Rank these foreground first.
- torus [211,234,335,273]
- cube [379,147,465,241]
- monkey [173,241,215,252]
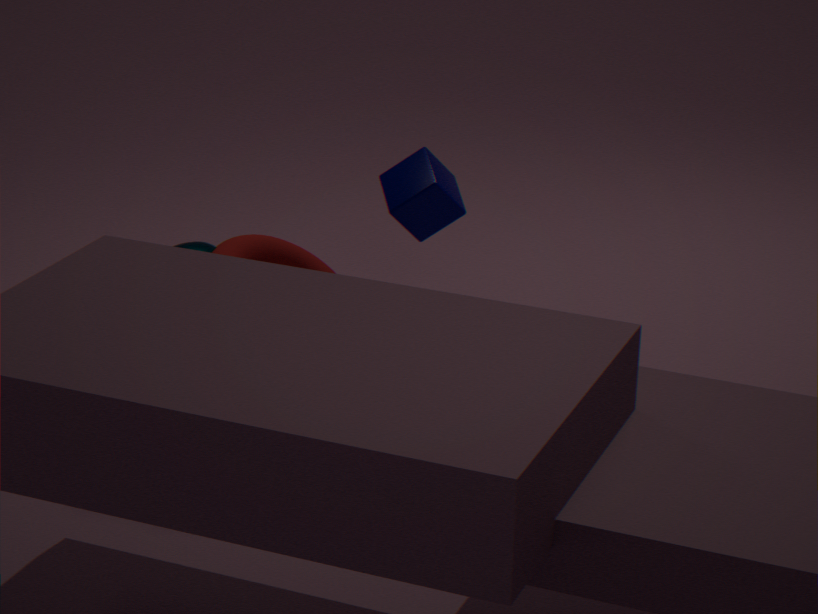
torus [211,234,335,273] → monkey [173,241,215,252] → cube [379,147,465,241]
